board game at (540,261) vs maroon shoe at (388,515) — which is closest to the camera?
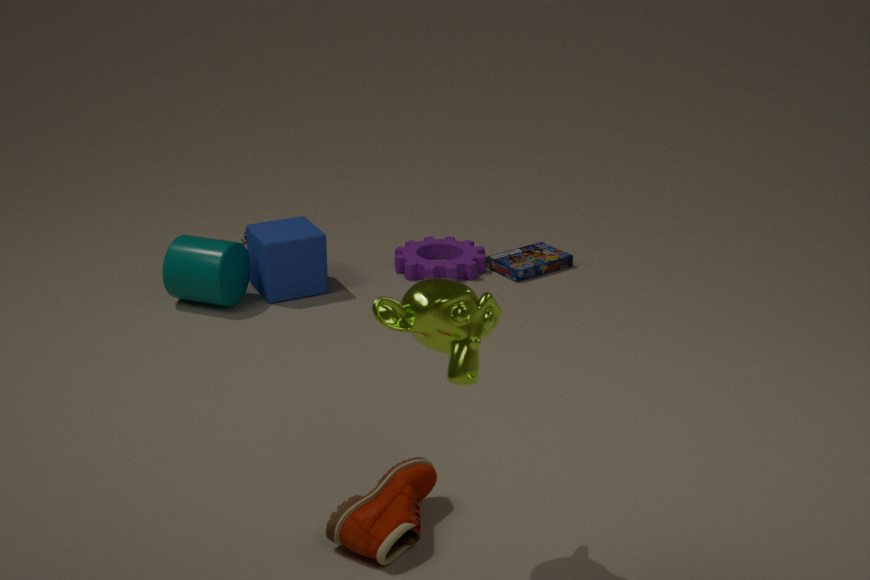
maroon shoe at (388,515)
